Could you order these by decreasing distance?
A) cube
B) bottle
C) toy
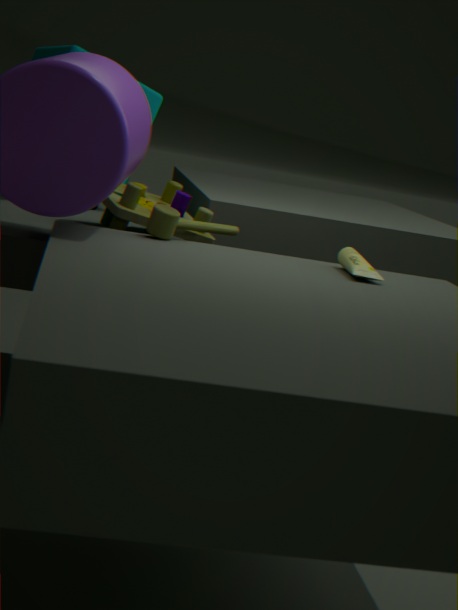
1. cube
2. toy
3. bottle
